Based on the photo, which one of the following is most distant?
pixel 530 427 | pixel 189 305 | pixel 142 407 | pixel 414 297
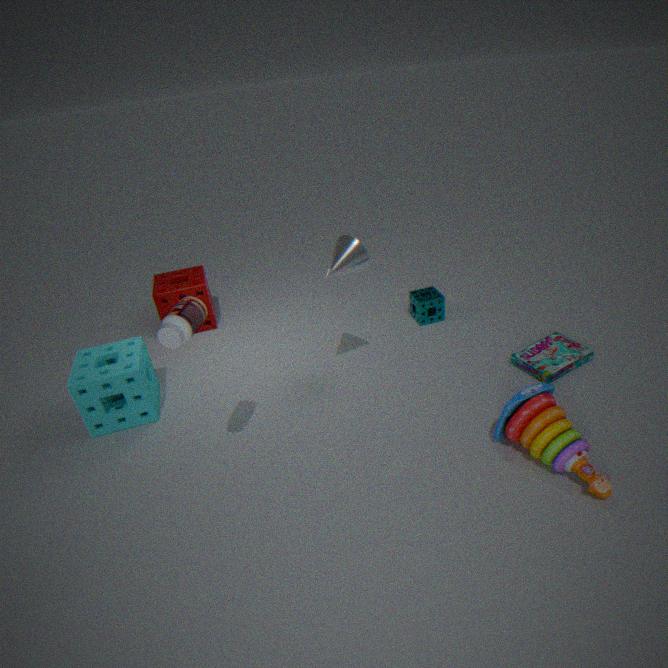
pixel 414 297
